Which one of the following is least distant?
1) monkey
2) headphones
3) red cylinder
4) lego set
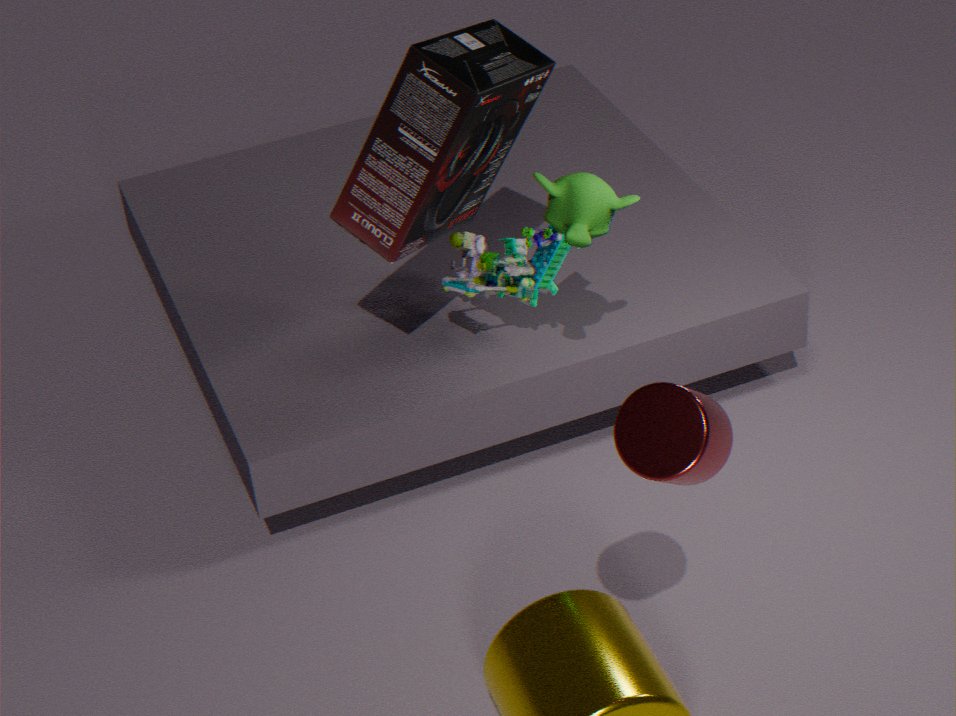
3. red cylinder
